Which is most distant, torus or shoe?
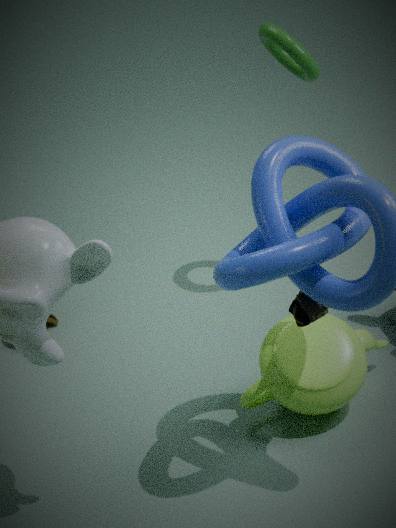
torus
